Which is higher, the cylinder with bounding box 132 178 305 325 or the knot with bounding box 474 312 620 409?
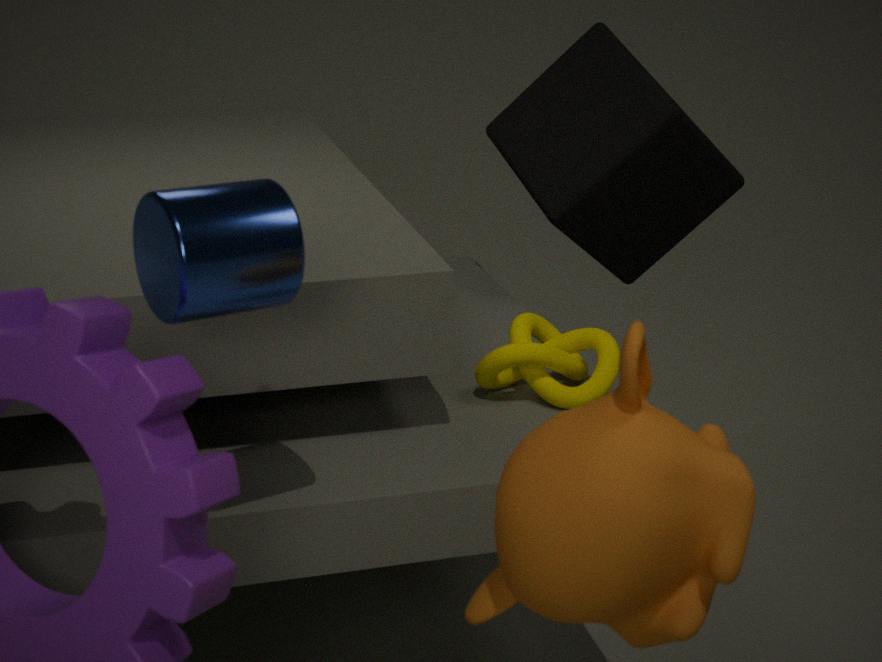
the cylinder with bounding box 132 178 305 325
